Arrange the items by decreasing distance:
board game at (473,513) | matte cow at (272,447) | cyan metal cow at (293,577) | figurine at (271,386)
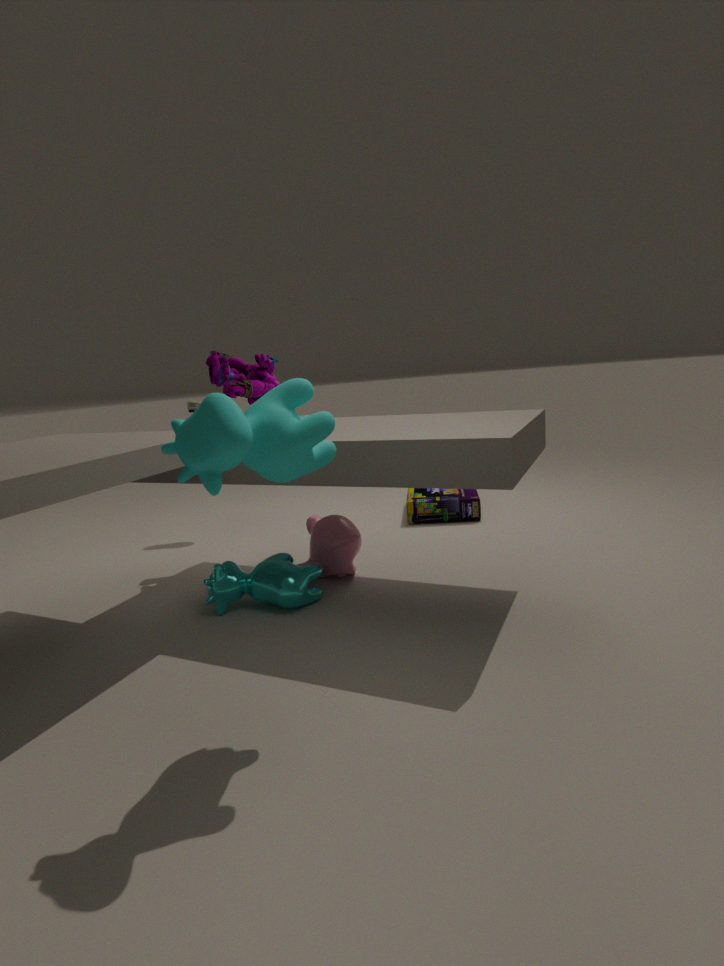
board game at (473,513) → figurine at (271,386) → cyan metal cow at (293,577) → matte cow at (272,447)
